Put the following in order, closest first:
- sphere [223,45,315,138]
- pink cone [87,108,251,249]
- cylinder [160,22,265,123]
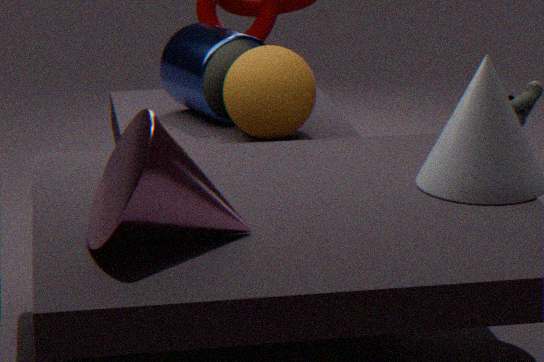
pink cone [87,108,251,249] < sphere [223,45,315,138] < cylinder [160,22,265,123]
